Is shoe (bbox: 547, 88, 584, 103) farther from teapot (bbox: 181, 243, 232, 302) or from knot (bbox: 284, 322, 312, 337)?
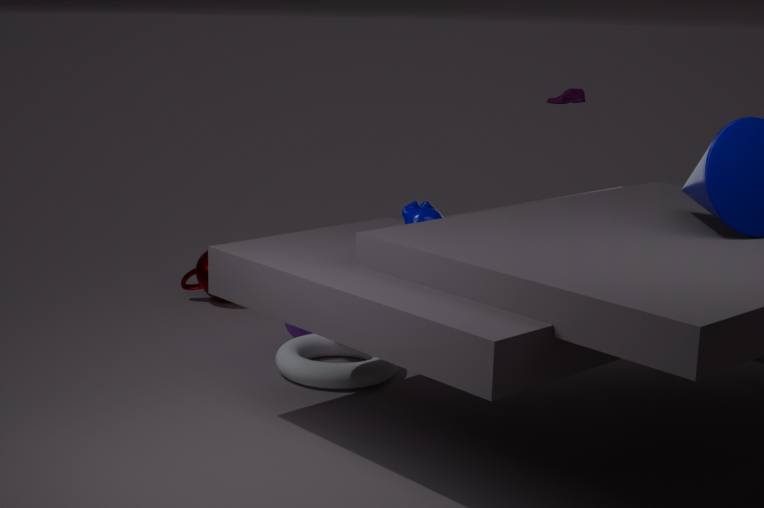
teapot (bbox: 181, 243, 232, 302)
